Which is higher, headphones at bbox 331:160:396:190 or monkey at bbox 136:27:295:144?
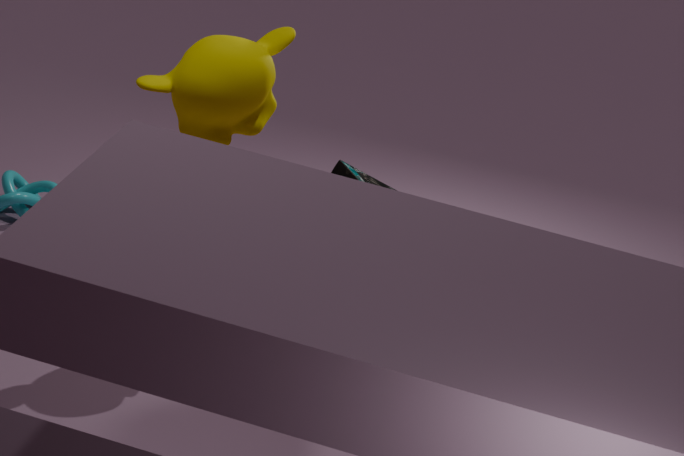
monkey at bbox 136:27:295:144
